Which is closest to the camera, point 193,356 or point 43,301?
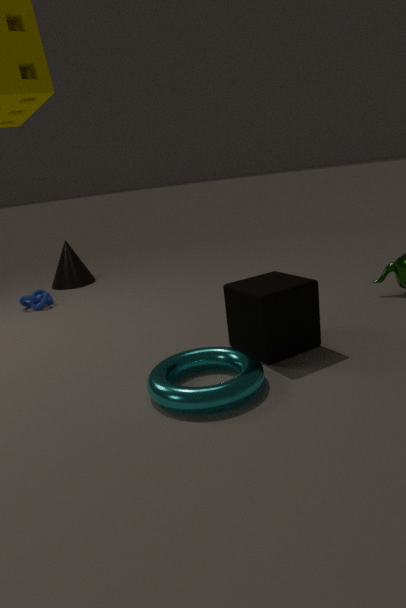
point 193,356
